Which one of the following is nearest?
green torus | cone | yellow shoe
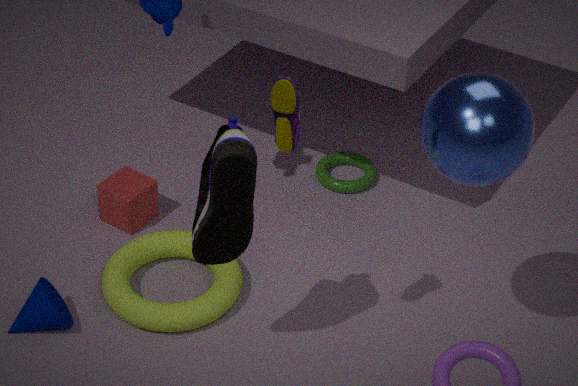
yellow shoe
